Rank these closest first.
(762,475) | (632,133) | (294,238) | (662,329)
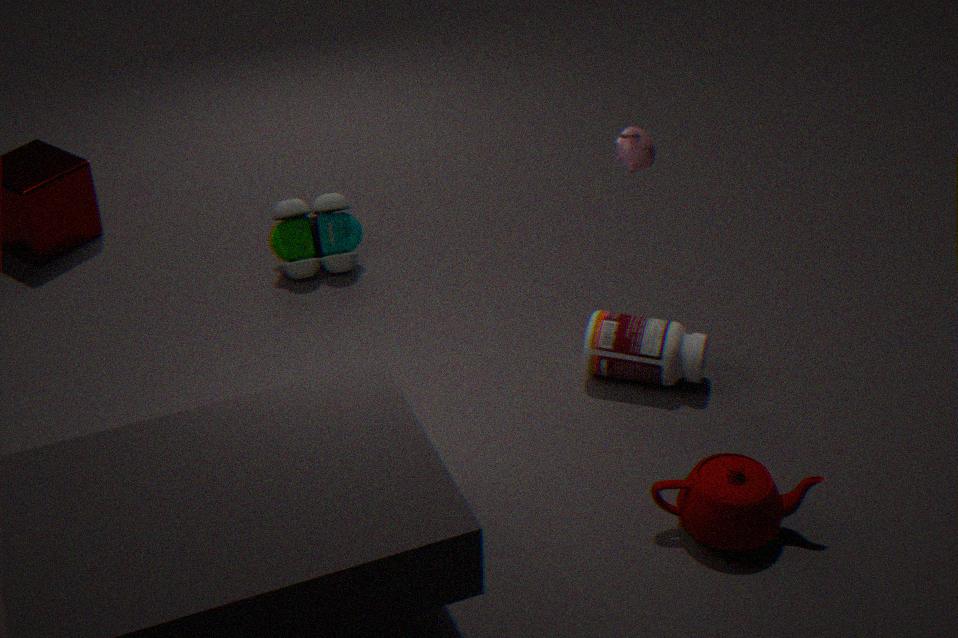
(762,475) < (662,329) < (632,133) < (294,238)
